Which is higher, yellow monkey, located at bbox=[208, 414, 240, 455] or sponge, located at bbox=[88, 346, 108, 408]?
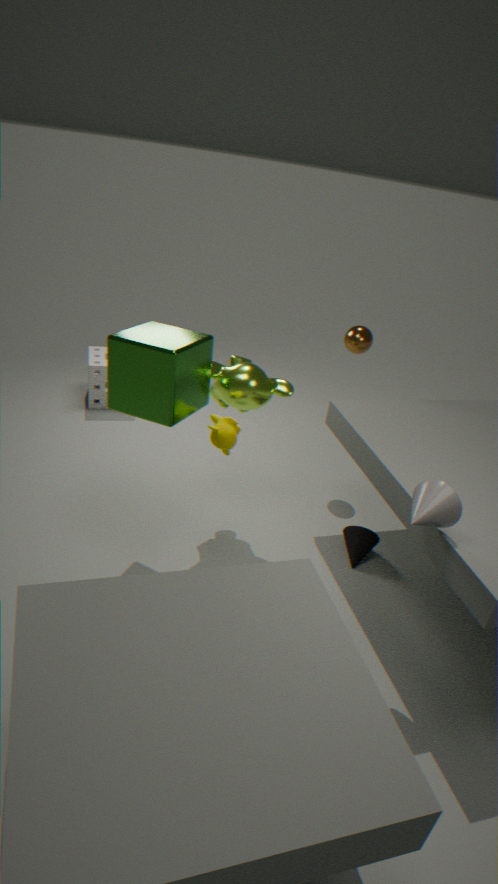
yellow monkey, located at bbox=[208, 414, 240, 455]
